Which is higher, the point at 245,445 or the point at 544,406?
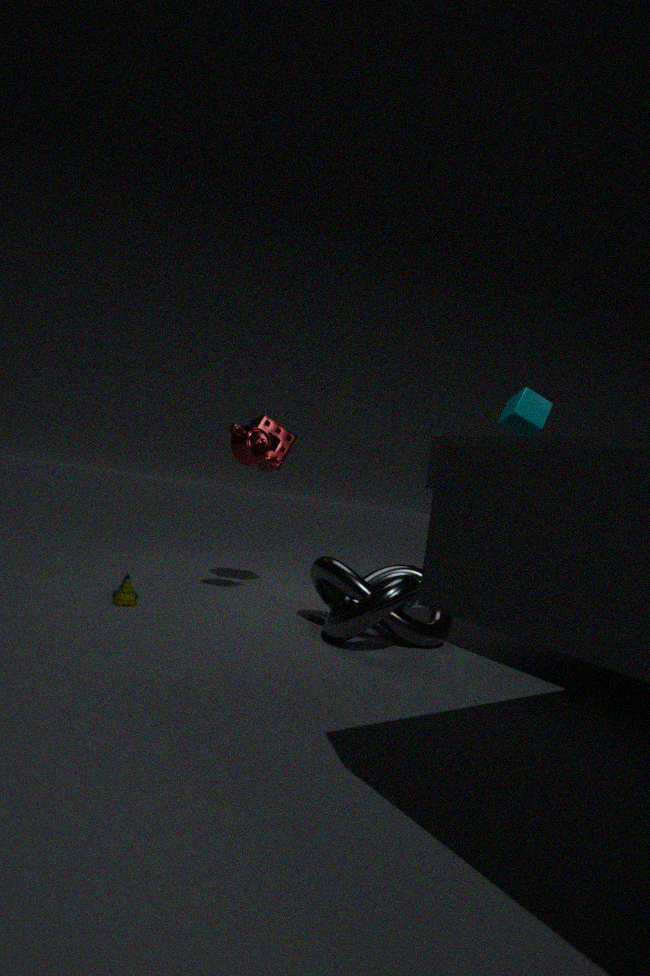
the point at 544,406
